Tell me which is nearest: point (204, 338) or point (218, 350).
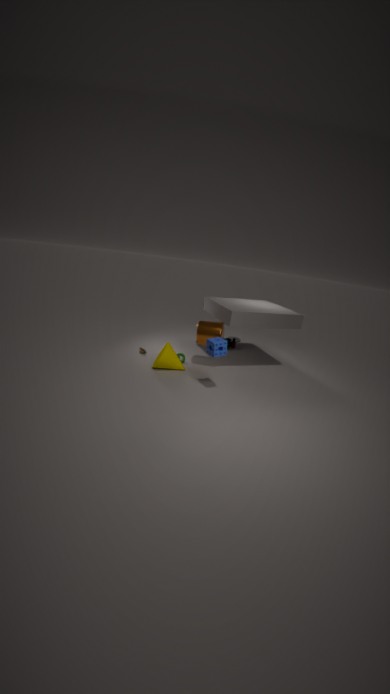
point (218, 350)
